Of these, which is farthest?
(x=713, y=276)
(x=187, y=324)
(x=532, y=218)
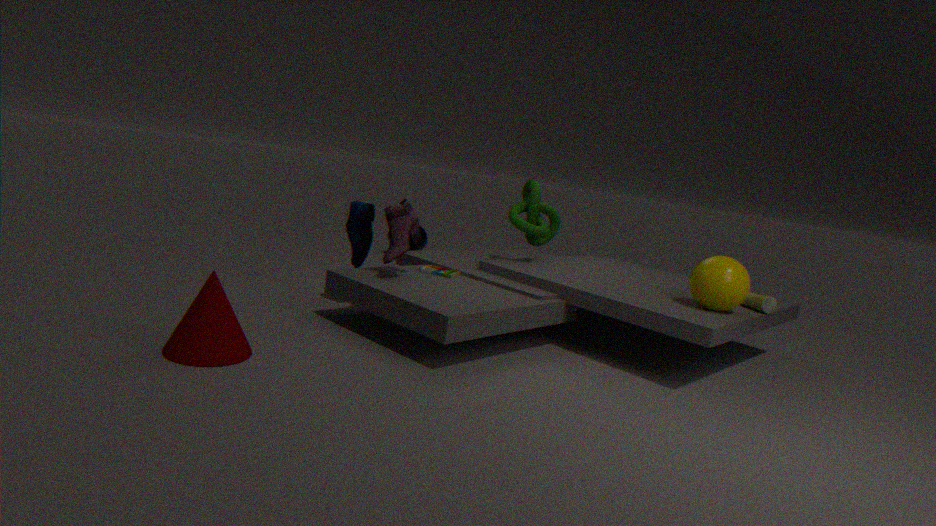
(x=532, y=218)
